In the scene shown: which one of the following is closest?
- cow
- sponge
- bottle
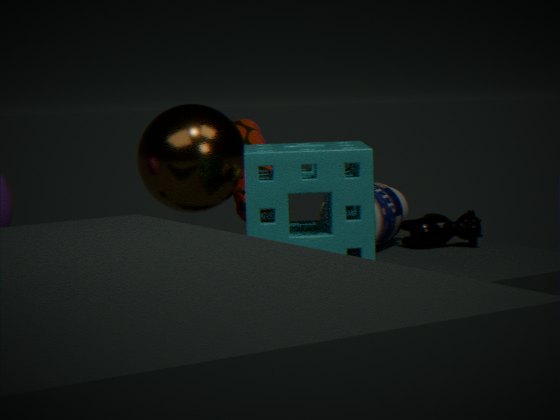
sponge
